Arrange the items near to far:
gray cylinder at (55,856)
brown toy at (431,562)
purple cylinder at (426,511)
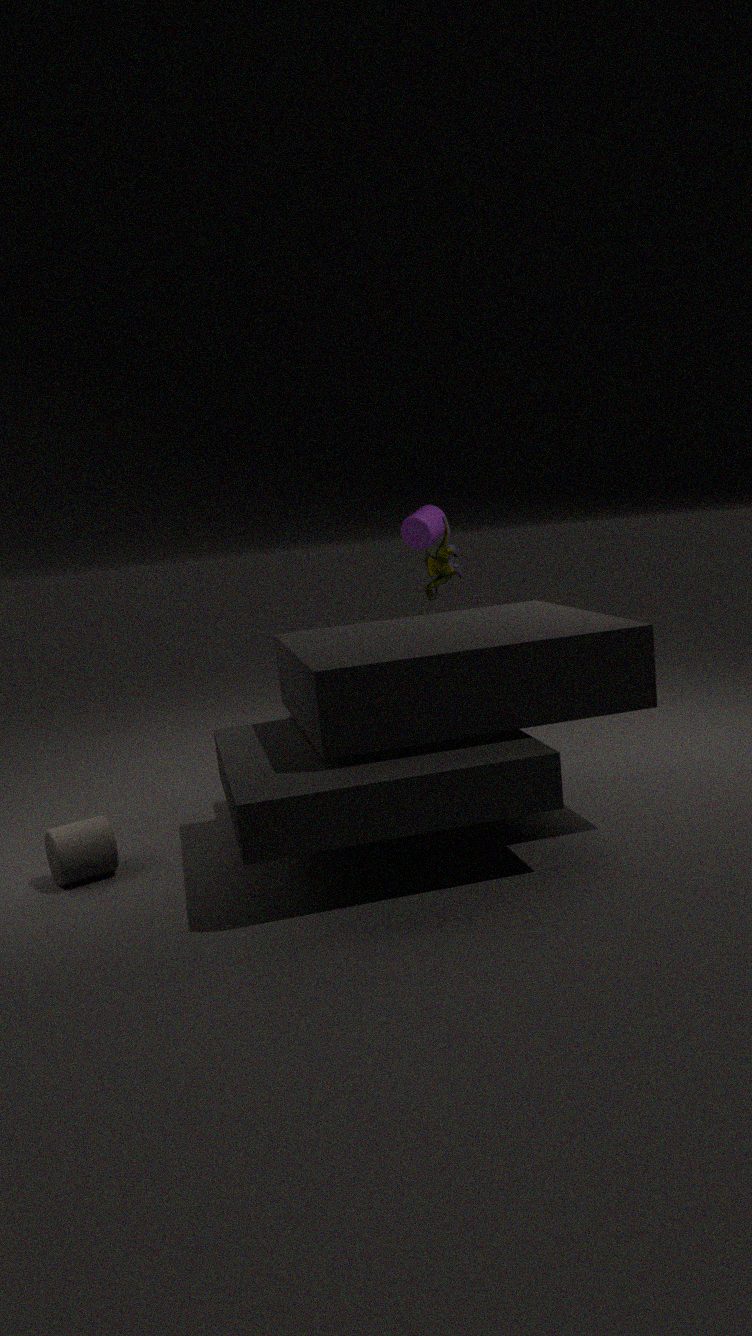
1. gray cylinder at (55,856)
2. brown toy at (431,562)
3. purple cylinder at (426,511)
